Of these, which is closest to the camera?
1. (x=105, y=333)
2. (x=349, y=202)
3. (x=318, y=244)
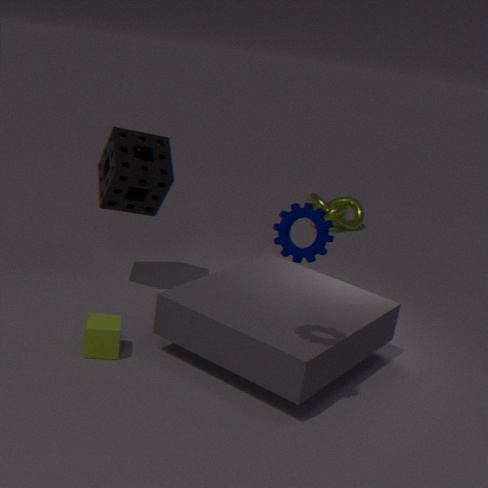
(x=318, y=244)
